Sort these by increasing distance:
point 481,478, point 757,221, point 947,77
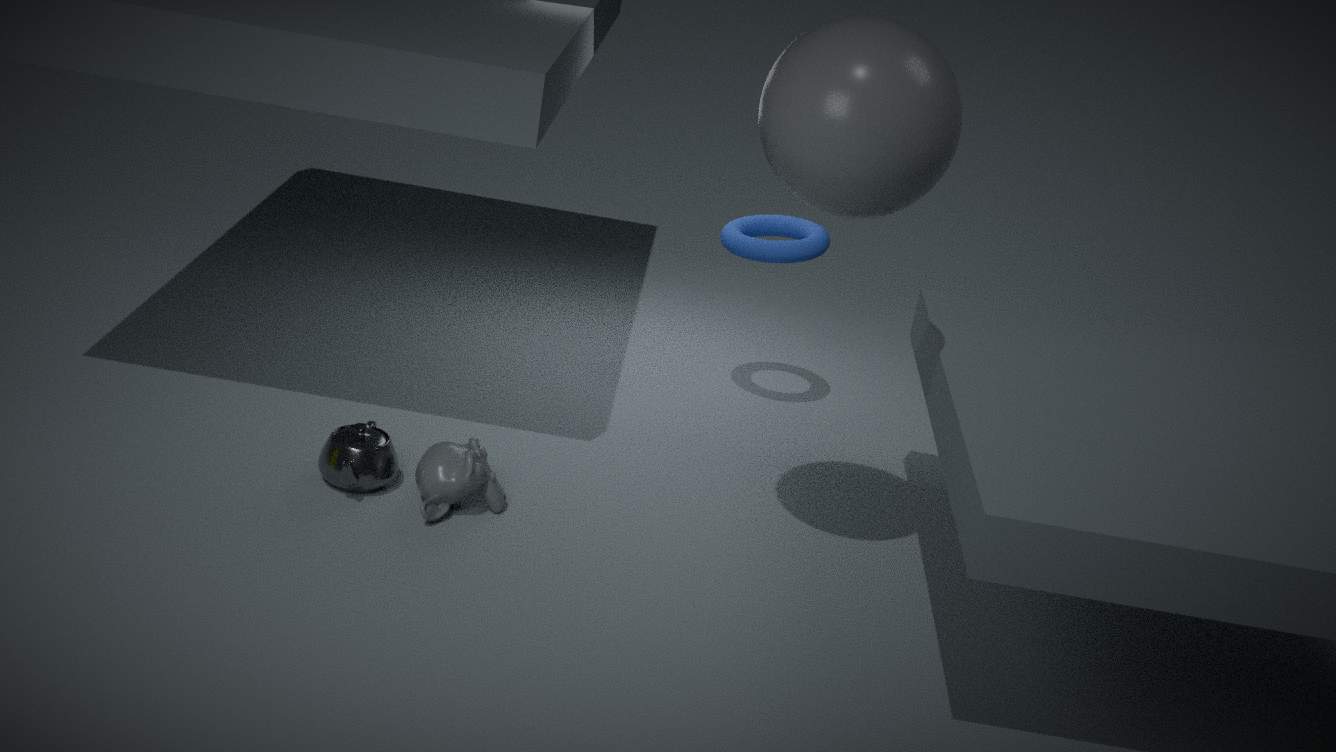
1. point 947,77
2. point 481,478
3. point 757,221
